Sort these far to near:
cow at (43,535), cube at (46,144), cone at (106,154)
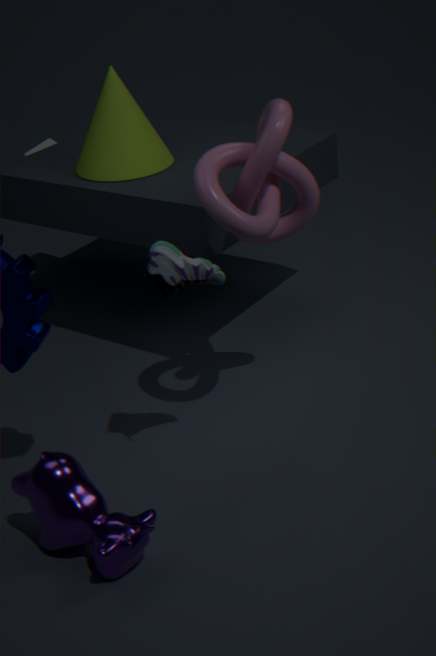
cube at (46,144) → cone at (106,154) → cow at (43,535)
